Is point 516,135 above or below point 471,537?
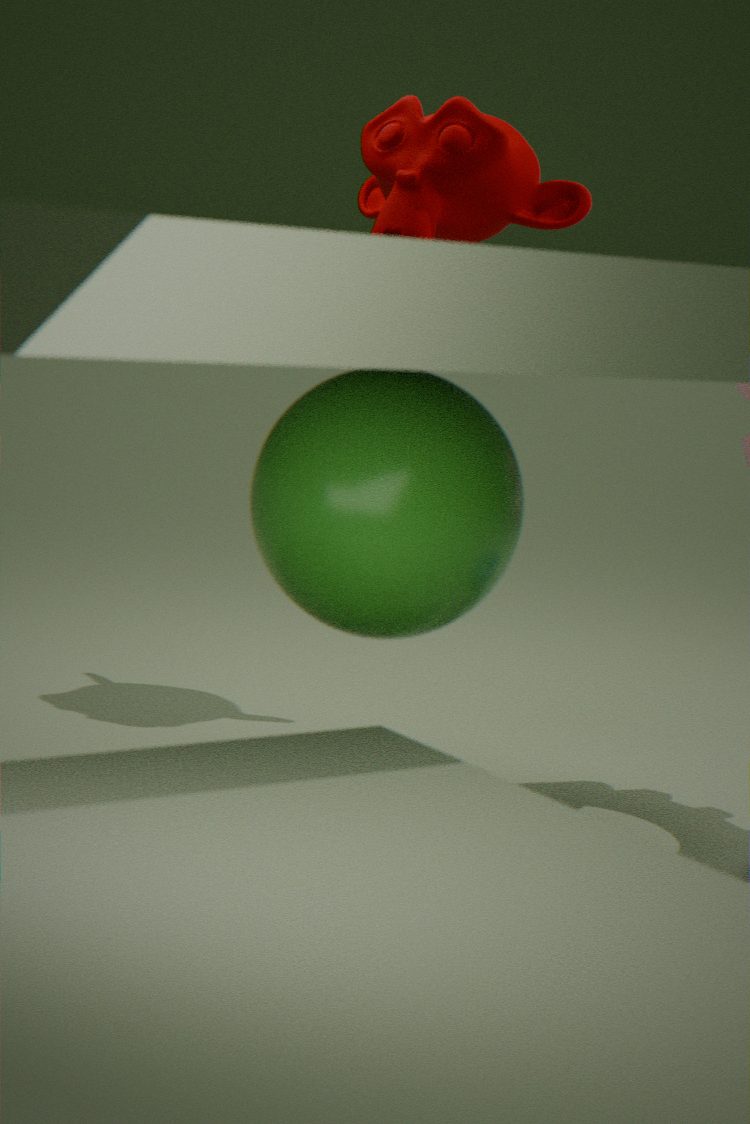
above
